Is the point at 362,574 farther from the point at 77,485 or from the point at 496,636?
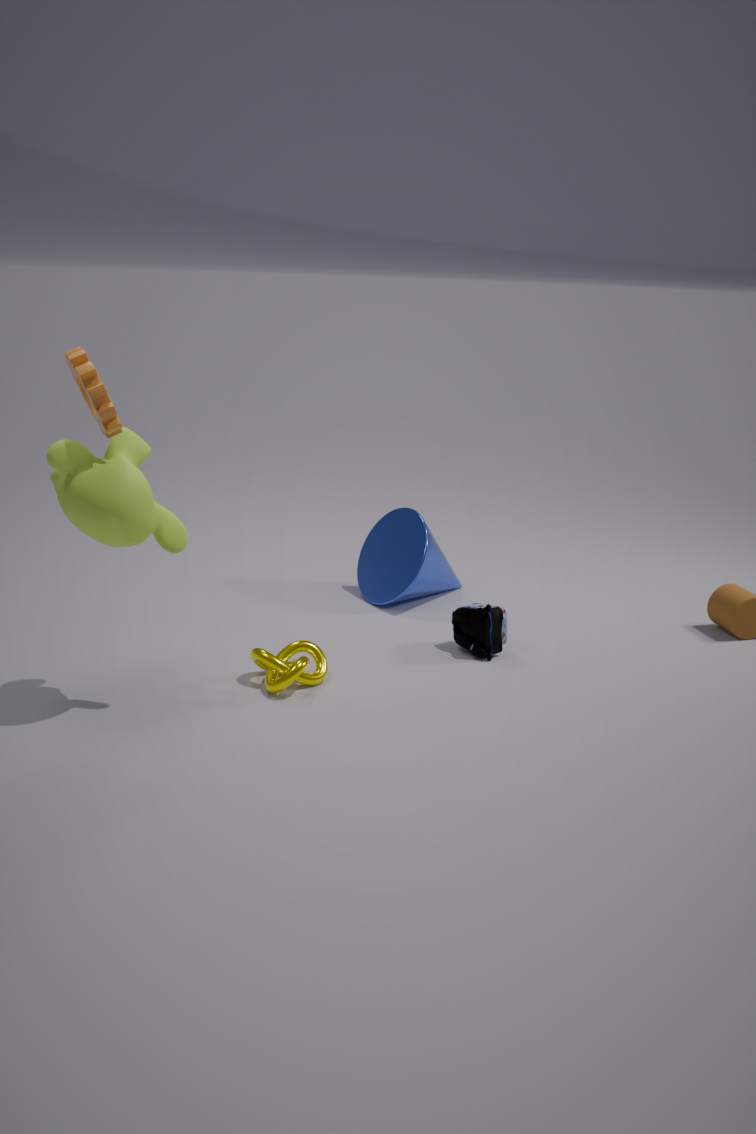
the point at 77,485
